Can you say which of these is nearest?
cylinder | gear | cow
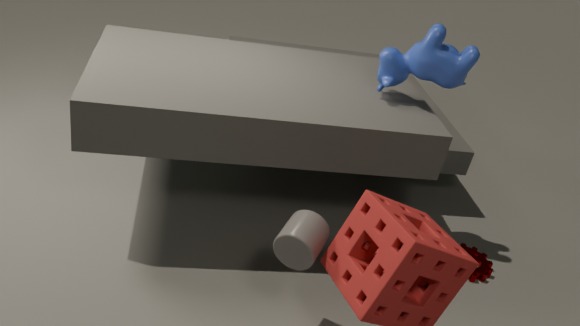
cylinder
